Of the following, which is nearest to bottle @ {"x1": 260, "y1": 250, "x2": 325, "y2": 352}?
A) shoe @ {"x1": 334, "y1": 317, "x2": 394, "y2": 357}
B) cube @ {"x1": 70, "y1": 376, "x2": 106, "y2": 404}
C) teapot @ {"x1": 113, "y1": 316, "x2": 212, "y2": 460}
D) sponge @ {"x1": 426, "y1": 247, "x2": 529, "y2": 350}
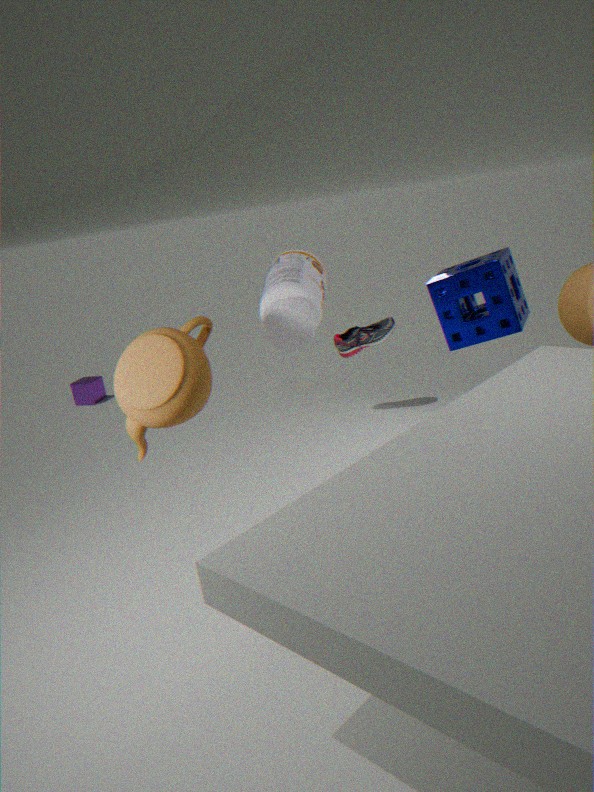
teapot @ {"x1": 113, "y1": 316, "x2": 212, "y2": 460}
